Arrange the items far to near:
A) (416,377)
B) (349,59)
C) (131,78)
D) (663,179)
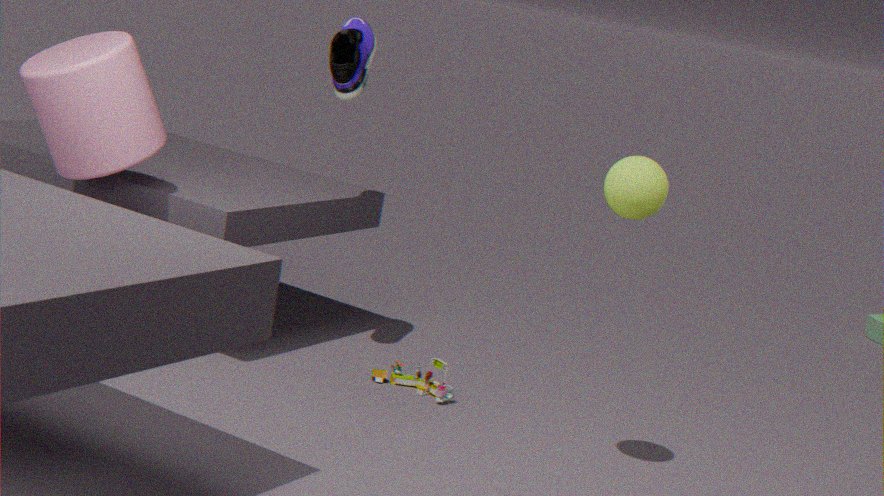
(349,59) → (416,377) → (131,78) → (663,179)
